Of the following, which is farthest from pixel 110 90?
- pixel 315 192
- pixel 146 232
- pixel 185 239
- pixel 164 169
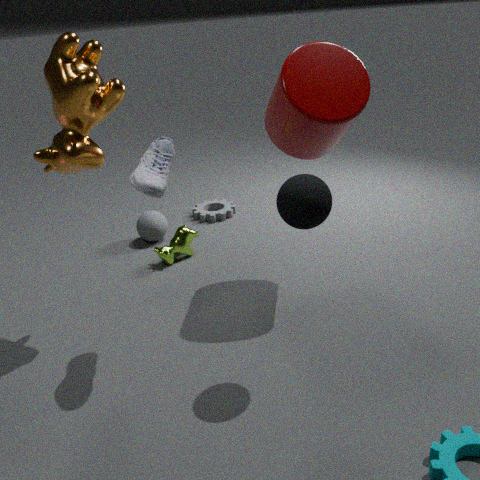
pixel 146 232
